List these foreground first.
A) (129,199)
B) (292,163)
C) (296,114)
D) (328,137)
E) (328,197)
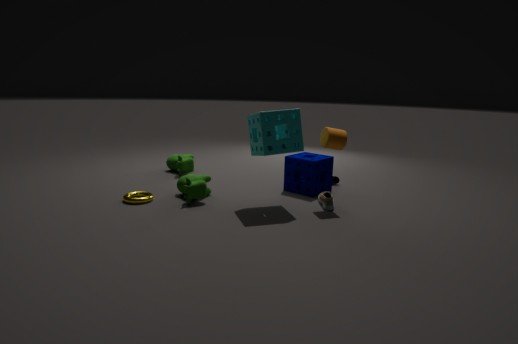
1. (296,114)
2. (328,137)
3. (129,199)
4. (328,197)
5. (292,163)
